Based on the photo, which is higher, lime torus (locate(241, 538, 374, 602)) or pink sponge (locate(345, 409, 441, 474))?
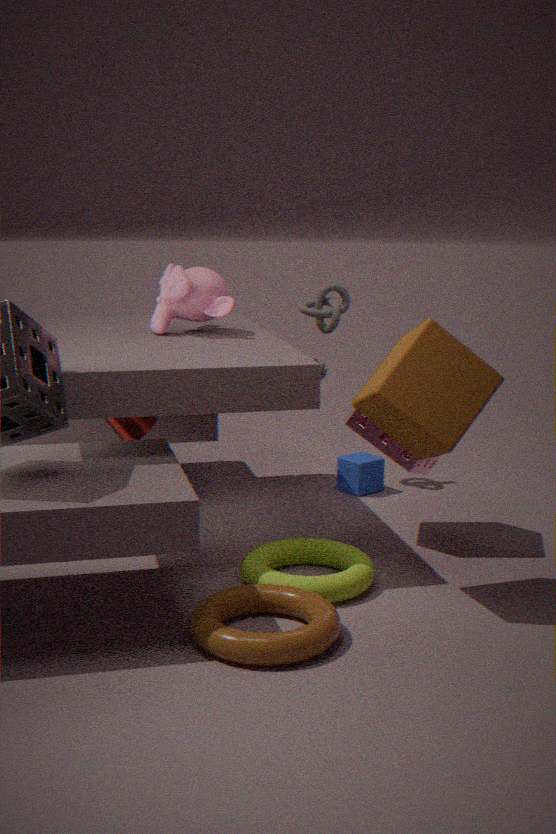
pink sponge (locate(345, 409, 441, 474))
